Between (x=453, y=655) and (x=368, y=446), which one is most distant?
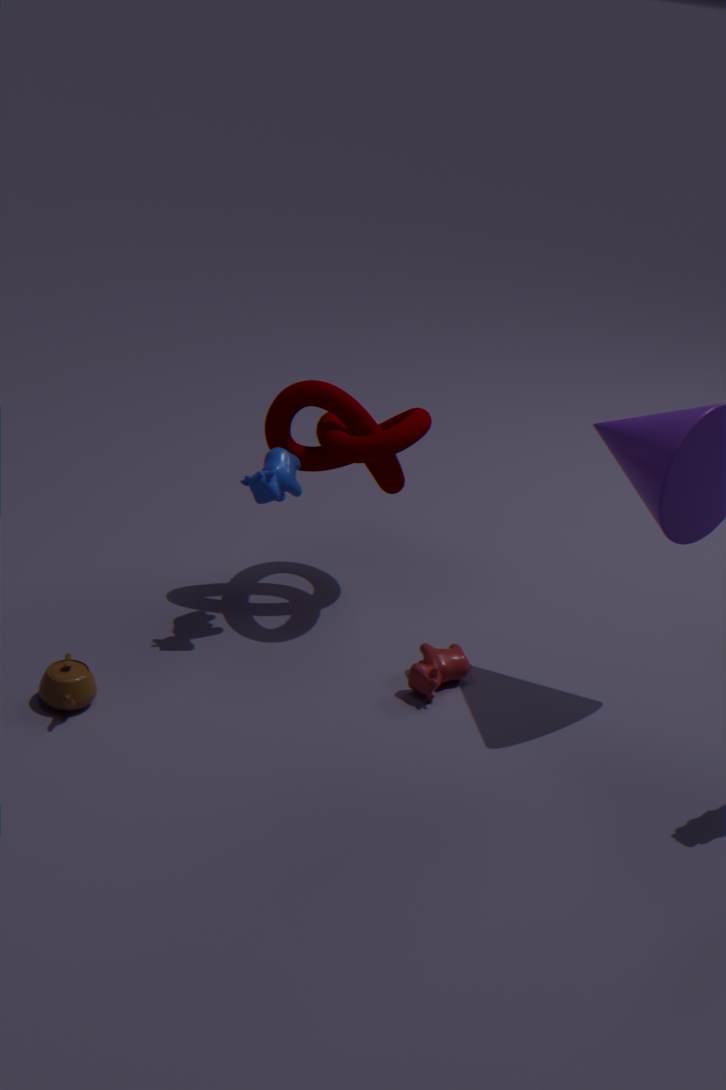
(x=453, y=655)
